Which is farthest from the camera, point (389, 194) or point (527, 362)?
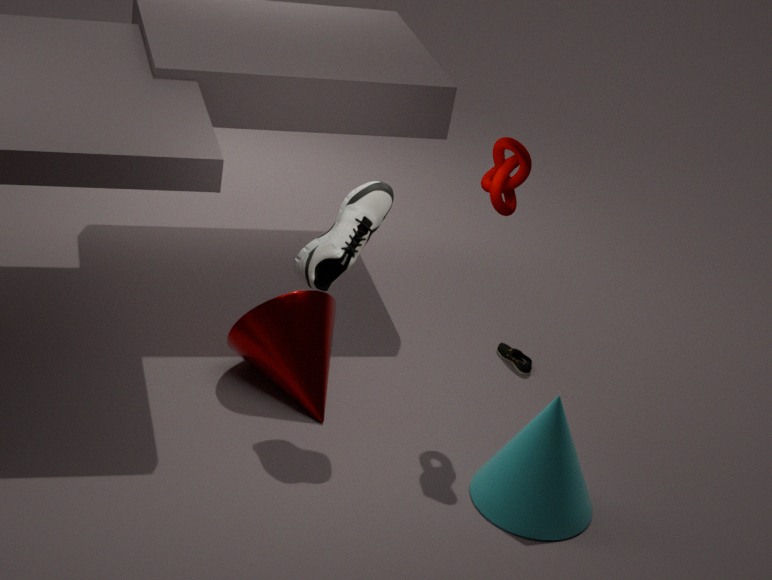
point (527, 362)
